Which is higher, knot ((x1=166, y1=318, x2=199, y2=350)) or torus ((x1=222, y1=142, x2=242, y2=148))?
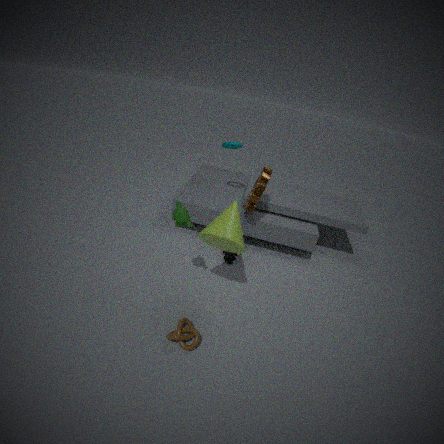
torus ((x1=222, y1=142, x2=242, y2=148))
